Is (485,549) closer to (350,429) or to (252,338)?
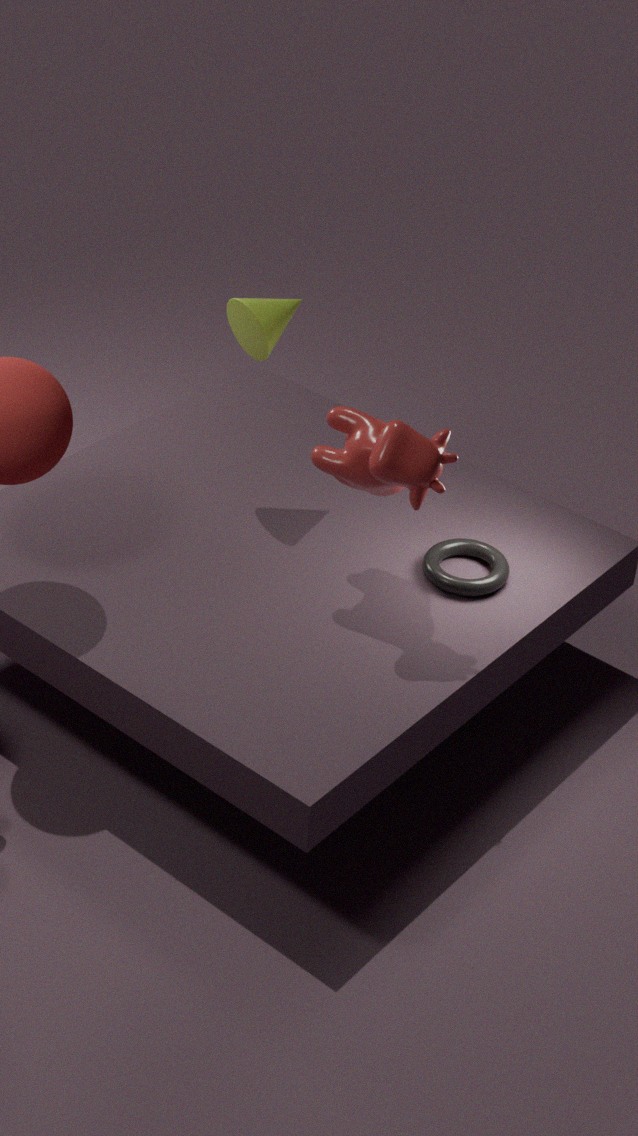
(350,429)
